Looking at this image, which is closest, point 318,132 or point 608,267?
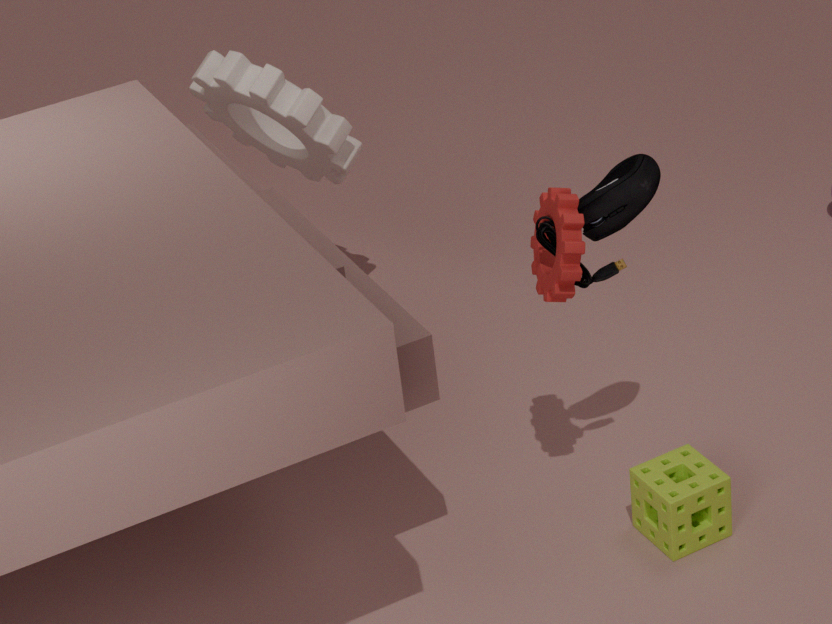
point 608,267
